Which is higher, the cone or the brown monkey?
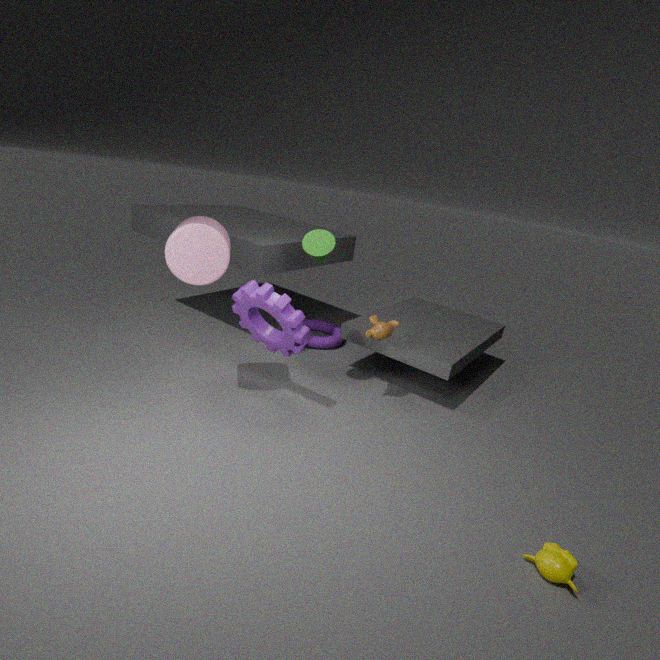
the cone
